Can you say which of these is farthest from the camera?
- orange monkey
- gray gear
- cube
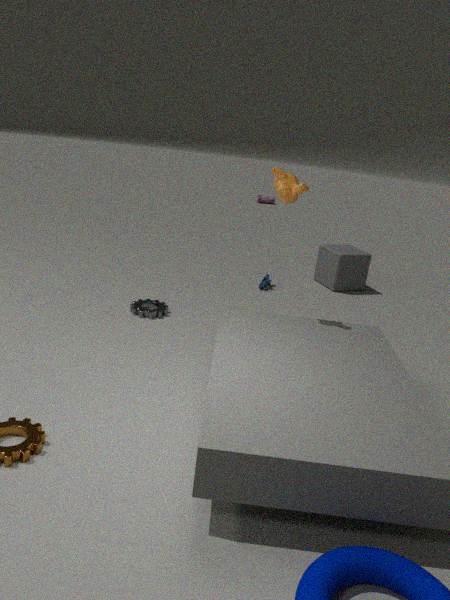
cube
